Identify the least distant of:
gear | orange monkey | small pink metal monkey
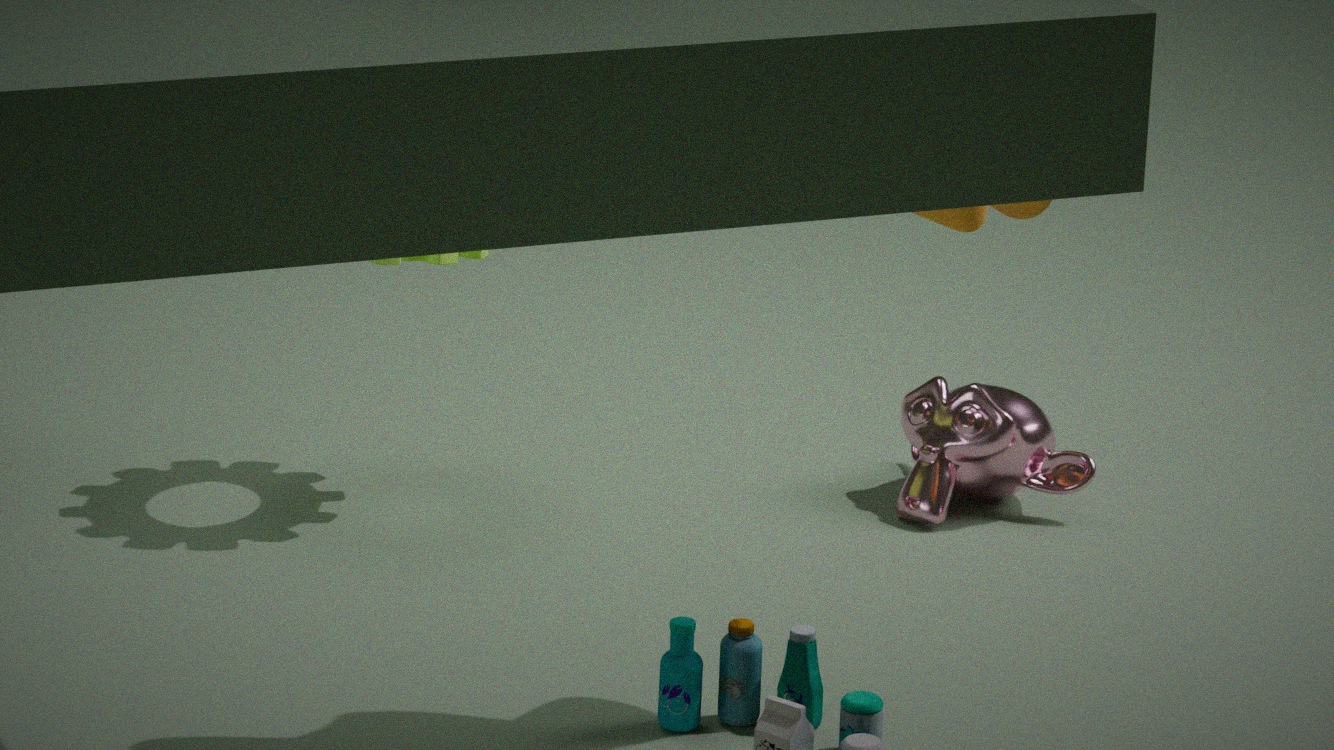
orange monkey
